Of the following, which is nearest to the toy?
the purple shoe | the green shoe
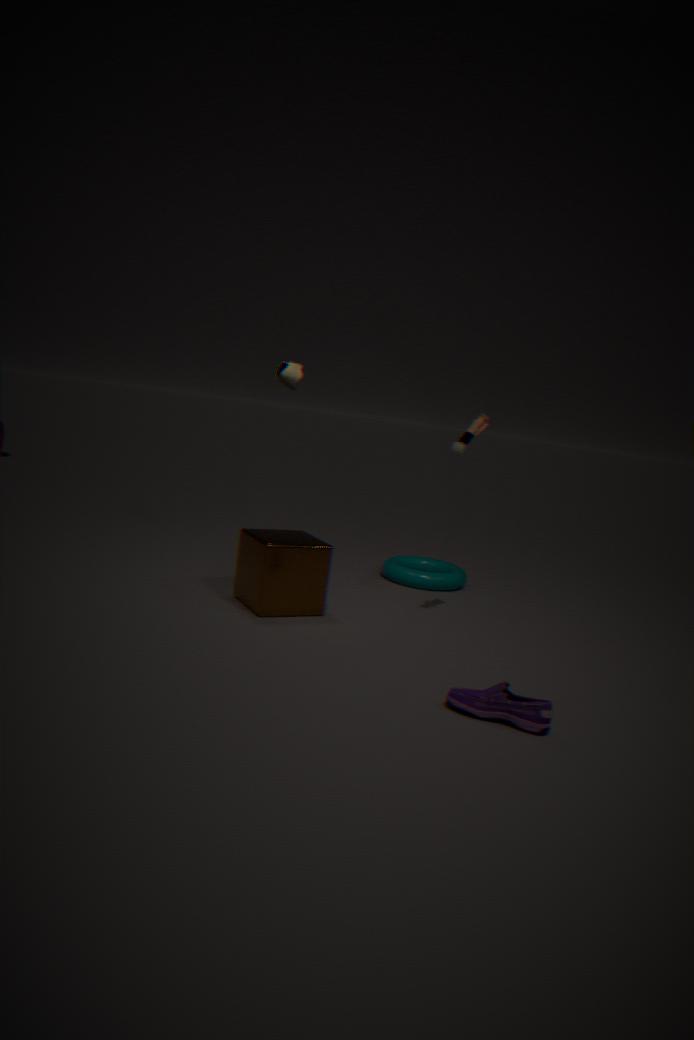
the green shoe
